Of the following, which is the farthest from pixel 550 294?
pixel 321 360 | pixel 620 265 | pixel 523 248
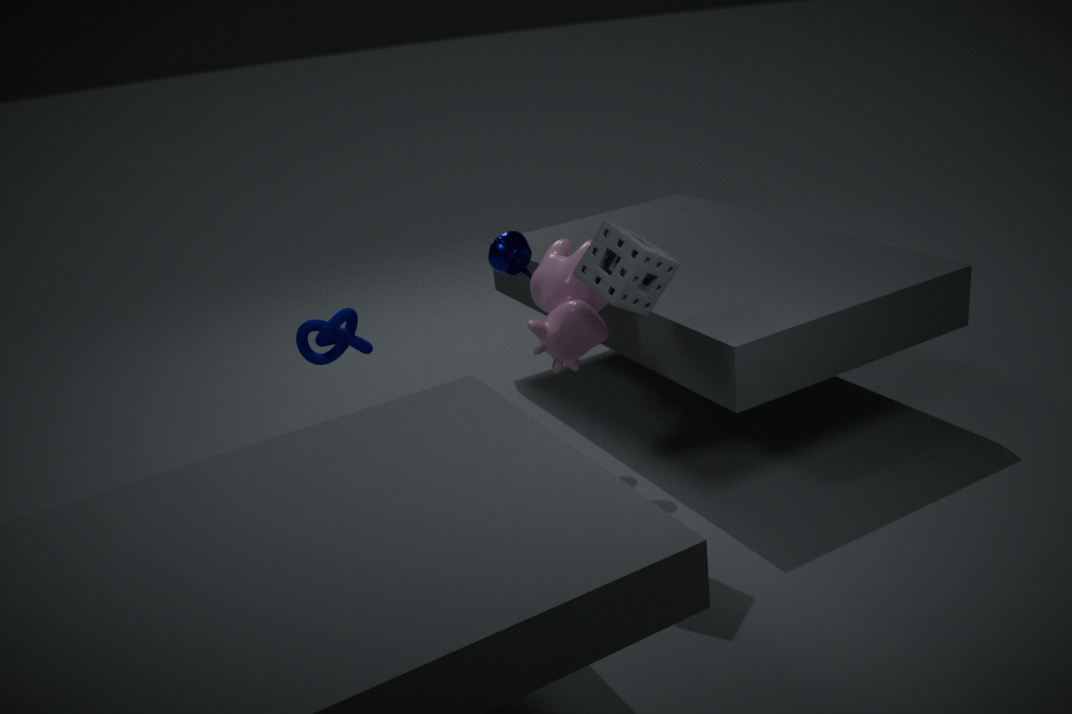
pixel 321 360
